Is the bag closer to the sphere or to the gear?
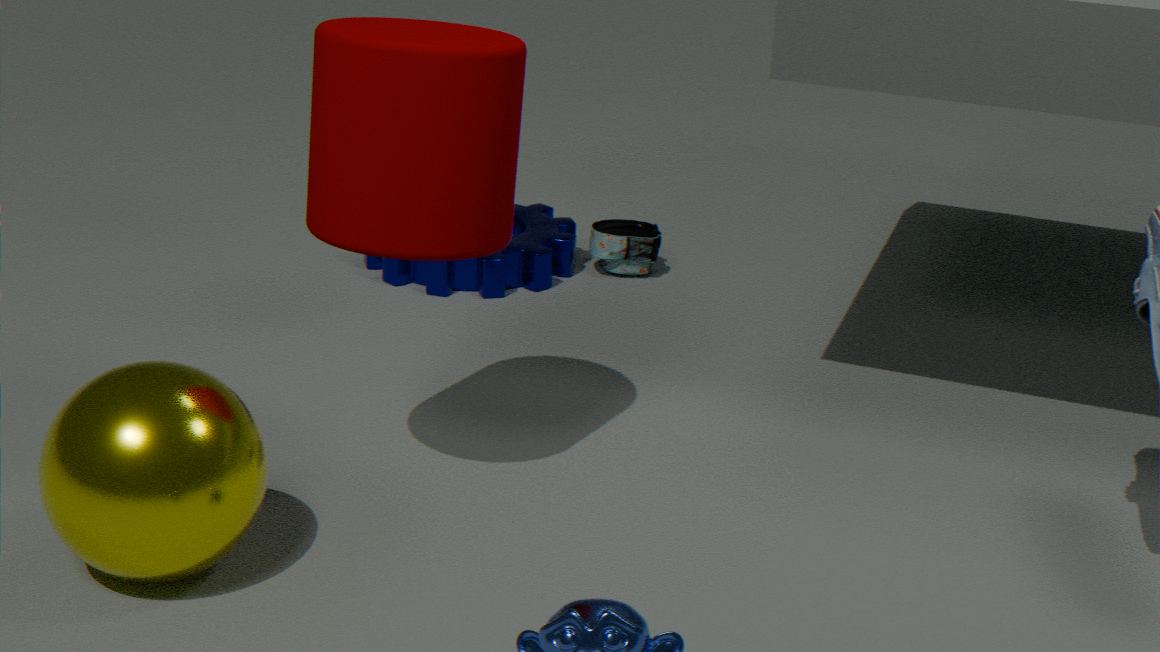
the gear
